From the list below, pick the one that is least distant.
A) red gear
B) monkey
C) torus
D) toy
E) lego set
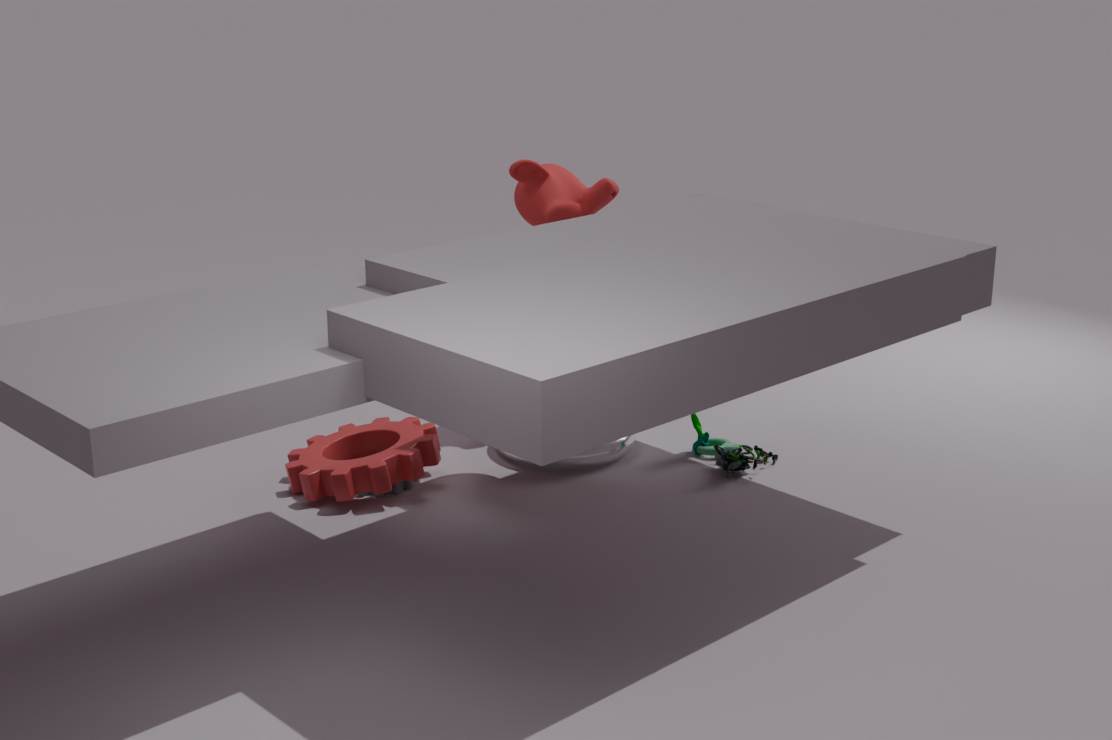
red gear
